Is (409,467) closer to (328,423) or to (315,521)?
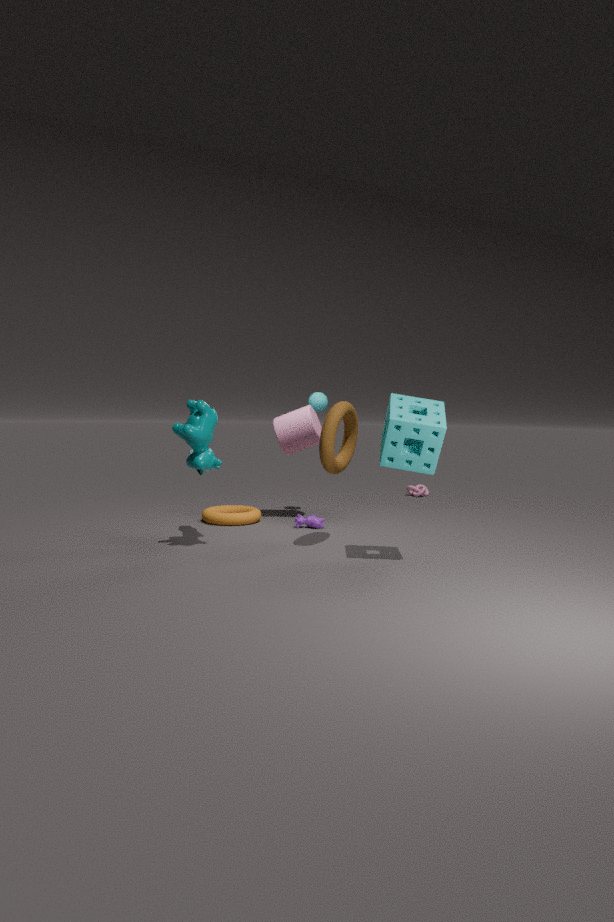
(328,423)
